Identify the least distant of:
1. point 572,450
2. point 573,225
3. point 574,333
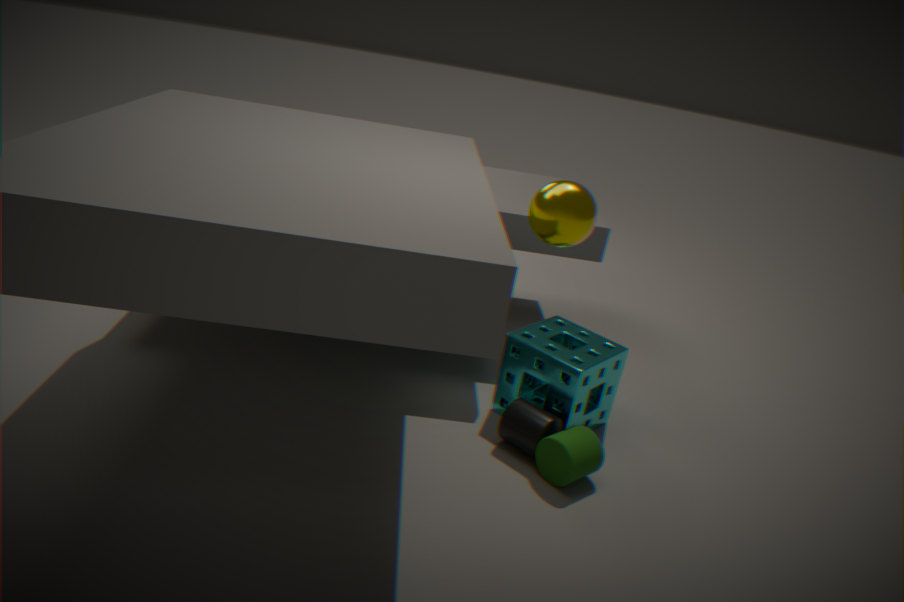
point 573,225
